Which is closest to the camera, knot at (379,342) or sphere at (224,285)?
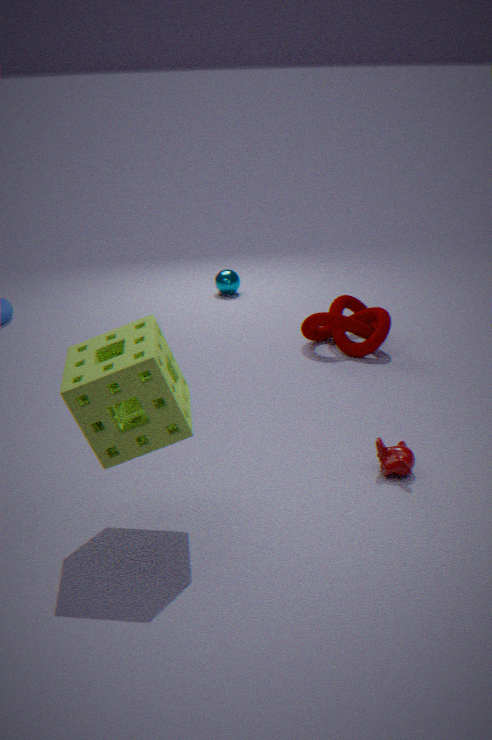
knot at (379,342)
